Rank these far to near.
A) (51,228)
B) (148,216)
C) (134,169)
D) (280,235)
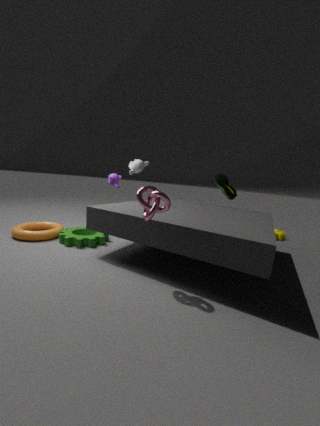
(280,235) → (51,228) → (134,169) → (148,216)
